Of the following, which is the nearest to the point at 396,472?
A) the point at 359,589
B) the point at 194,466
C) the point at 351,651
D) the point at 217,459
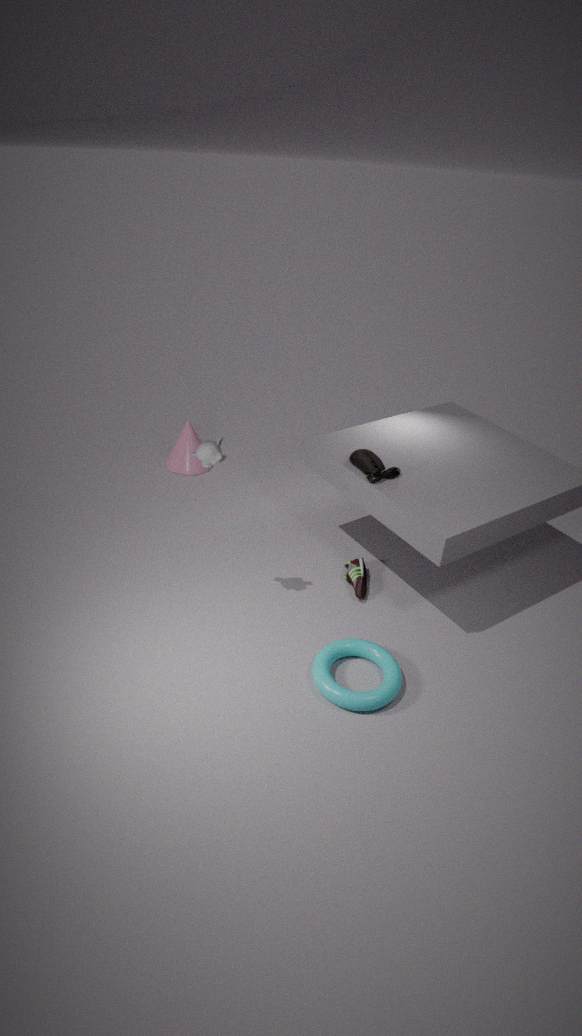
the point at 359,589
